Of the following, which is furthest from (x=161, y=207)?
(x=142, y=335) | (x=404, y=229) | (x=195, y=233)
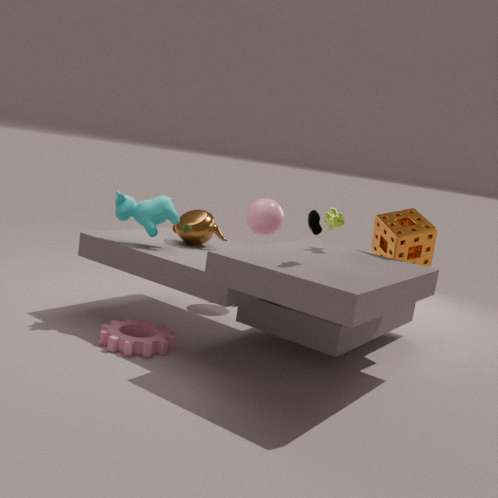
(x=404, y=229)
